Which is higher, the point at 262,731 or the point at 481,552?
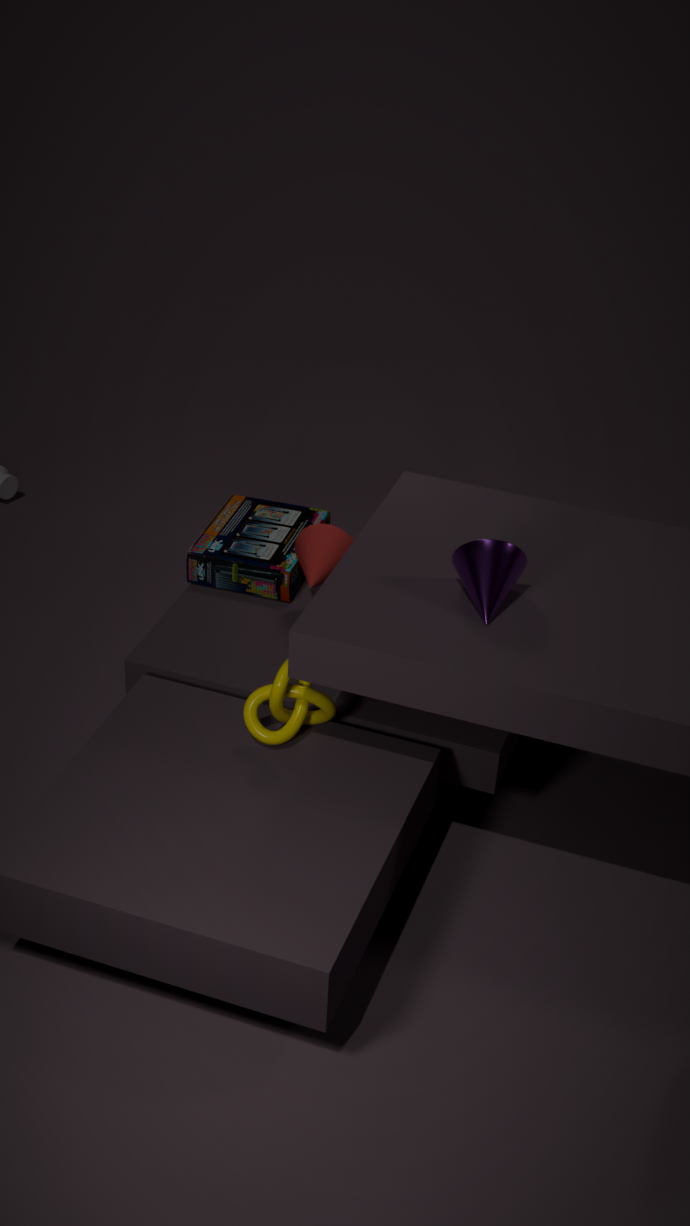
the point at 481,552
